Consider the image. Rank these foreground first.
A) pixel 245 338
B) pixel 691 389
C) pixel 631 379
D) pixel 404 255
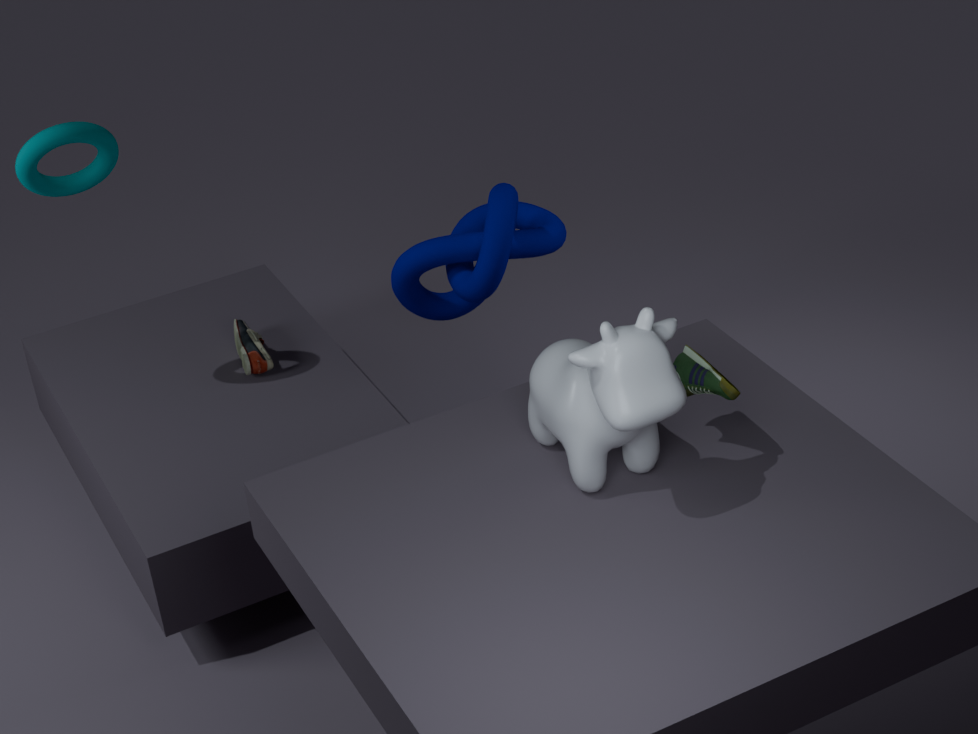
pixel 631 379, pixel 691 389, pixel 245 338, pixel 404 255
